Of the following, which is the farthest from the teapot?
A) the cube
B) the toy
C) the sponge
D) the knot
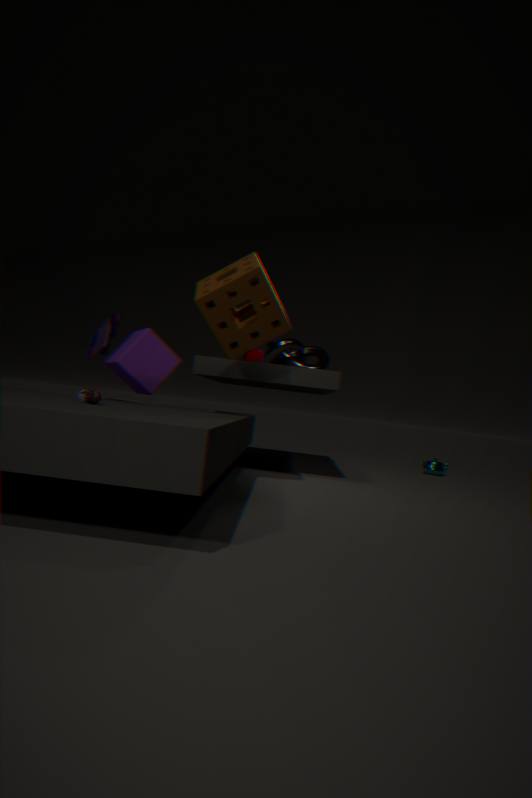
the toy
